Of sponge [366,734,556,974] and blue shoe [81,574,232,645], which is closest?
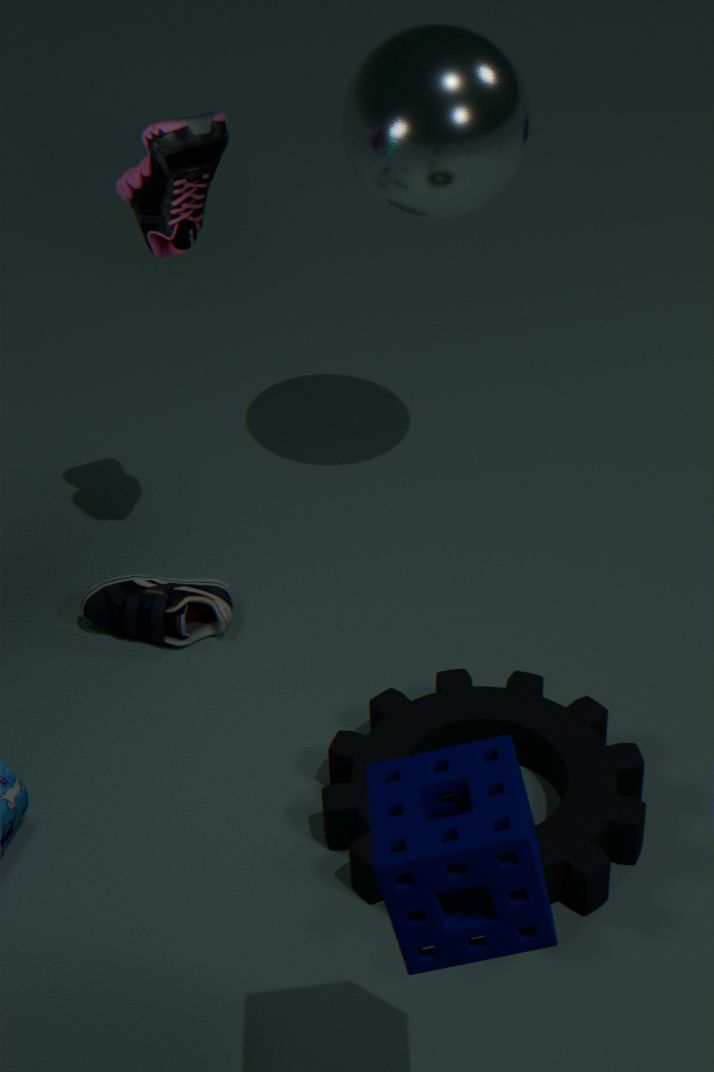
sponge [366,734,556,974]
